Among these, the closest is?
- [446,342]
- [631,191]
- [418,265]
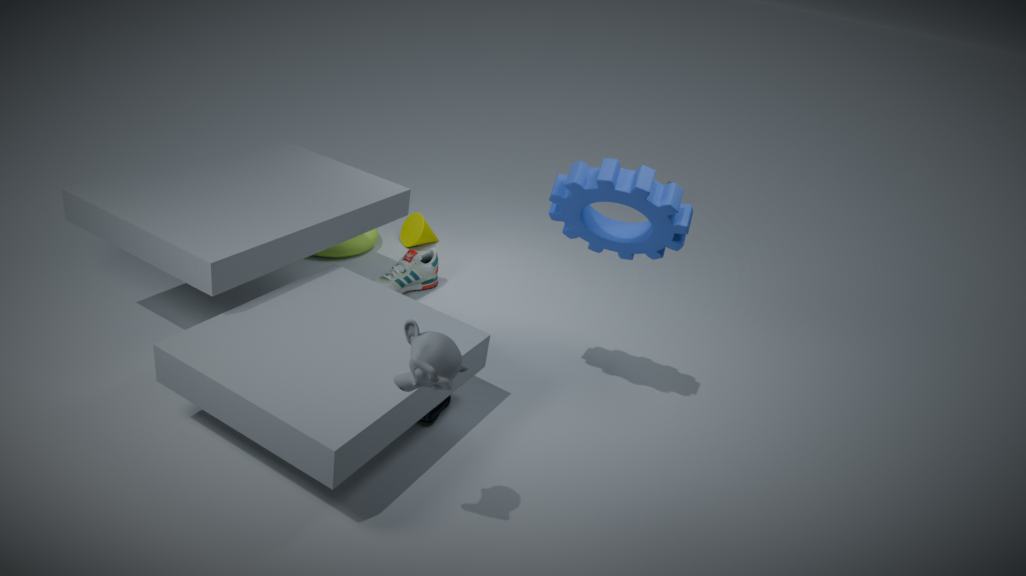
[446,342]
